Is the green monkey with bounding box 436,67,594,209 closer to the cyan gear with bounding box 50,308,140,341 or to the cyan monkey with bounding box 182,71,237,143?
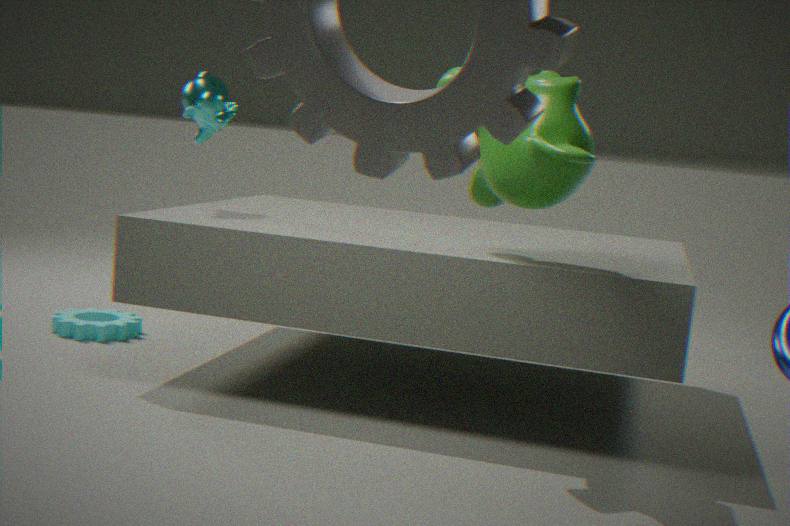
the cyan monkey with bounding box 182,71,237,143
